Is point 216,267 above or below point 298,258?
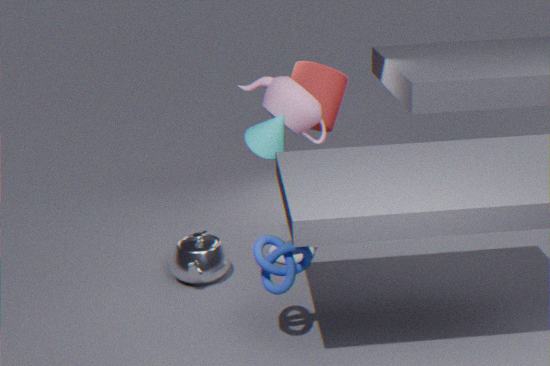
above
